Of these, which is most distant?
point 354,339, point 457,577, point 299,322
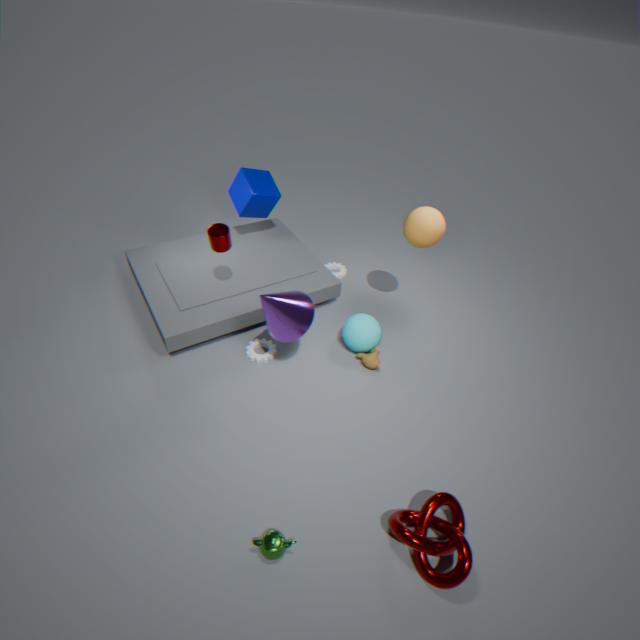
point 354,339
